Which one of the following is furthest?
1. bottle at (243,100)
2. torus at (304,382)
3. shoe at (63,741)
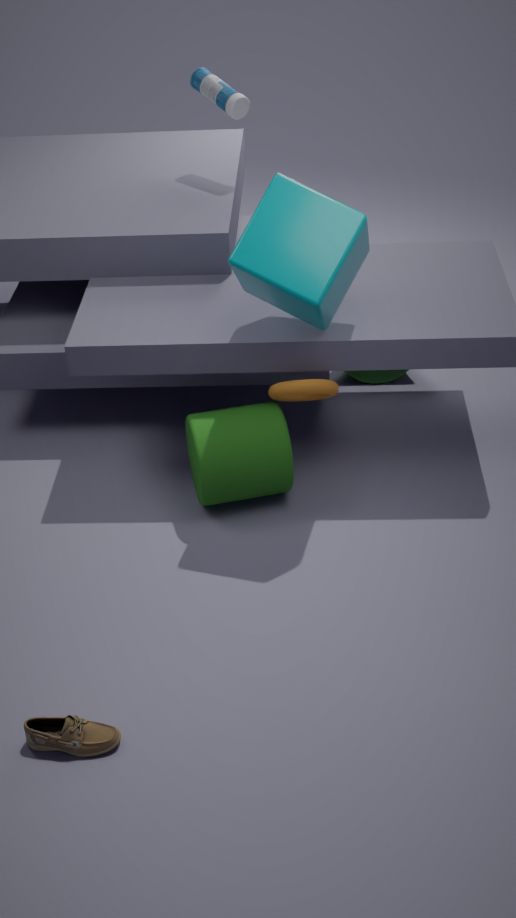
bottle at (243,100)
